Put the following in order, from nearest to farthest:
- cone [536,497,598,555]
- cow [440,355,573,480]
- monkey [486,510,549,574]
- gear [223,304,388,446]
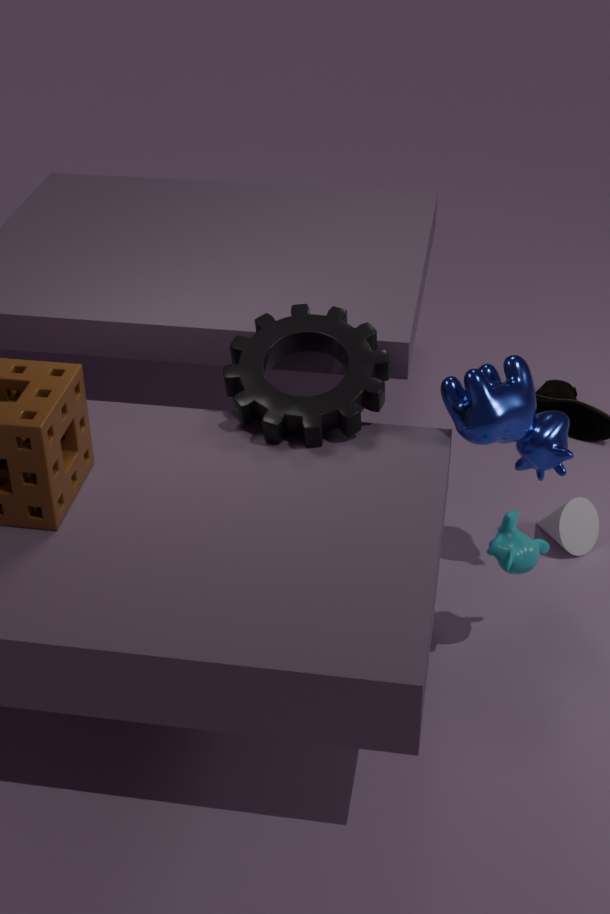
monkey [486,510,549,574], cow [440,355,573,480], gear [223,304,388,446], cone [536,497,598,555]
